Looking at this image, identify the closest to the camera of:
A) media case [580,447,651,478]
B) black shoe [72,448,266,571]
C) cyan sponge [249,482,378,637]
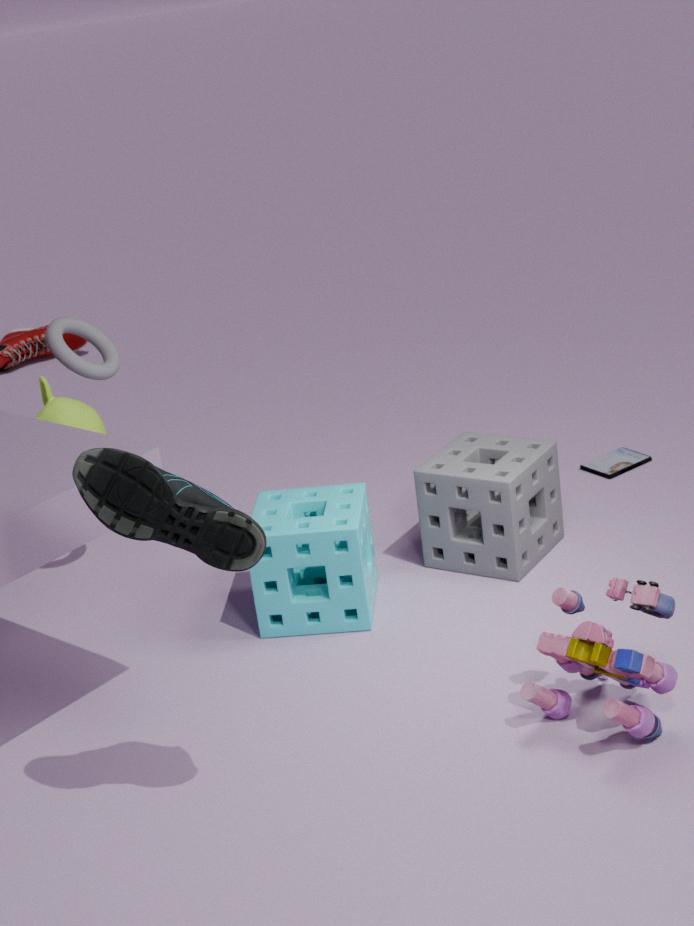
black shoe [72,448,266,571]
